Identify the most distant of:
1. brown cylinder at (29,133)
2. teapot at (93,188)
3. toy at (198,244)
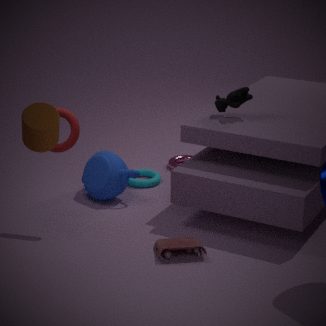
teapot at (93,188)
